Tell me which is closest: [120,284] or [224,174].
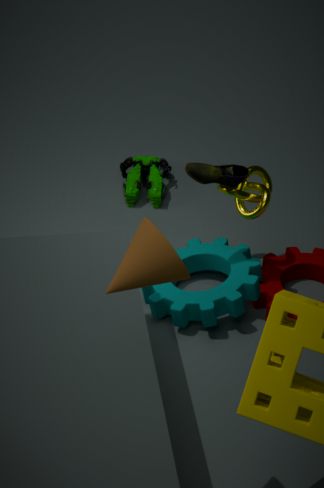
[120,284]
